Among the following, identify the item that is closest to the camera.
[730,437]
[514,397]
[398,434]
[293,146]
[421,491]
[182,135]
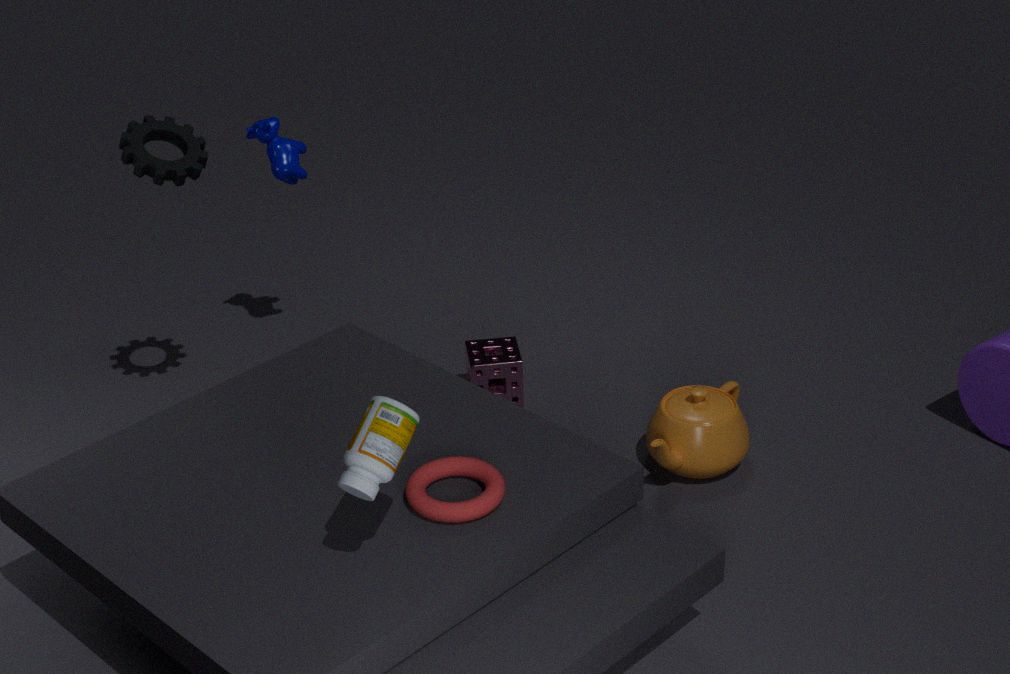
[398,434]
